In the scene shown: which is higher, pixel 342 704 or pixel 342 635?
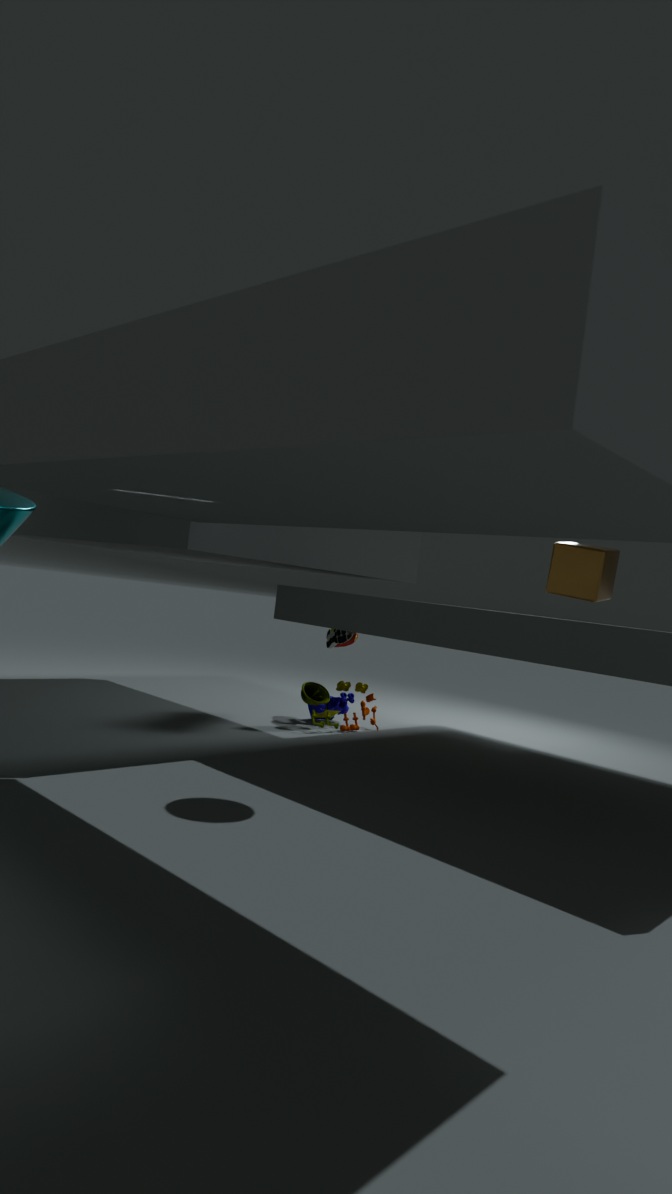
pixel 342 635
